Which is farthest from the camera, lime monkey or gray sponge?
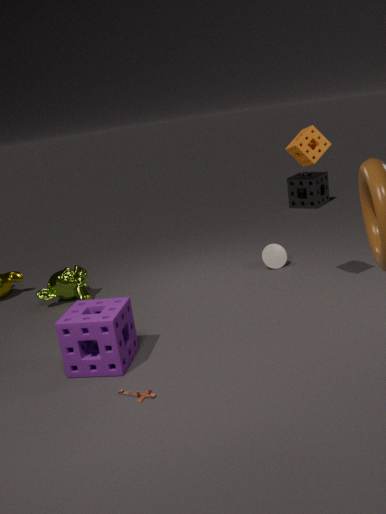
gray sponge
